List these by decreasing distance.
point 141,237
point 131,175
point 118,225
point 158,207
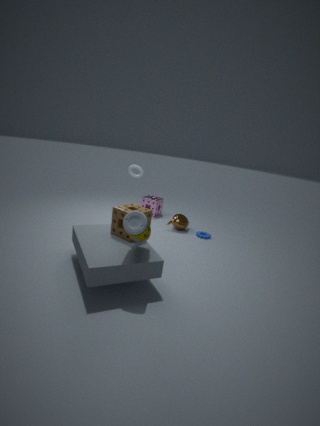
point 158,207, point 131,175, point 118,225, point 141,237
